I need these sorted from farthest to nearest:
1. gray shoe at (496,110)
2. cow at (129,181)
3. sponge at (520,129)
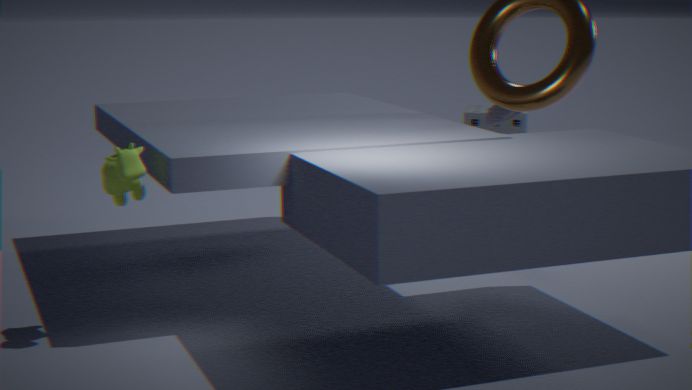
sponge at (520,129) → gray shoe at (496,110) → cow at (129,181)
